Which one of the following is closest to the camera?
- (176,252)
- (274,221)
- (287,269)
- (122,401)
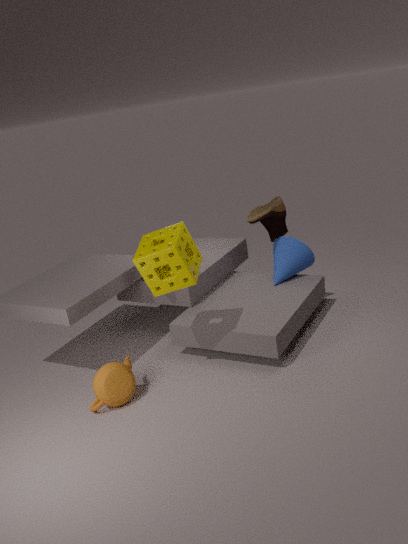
(176,252)
